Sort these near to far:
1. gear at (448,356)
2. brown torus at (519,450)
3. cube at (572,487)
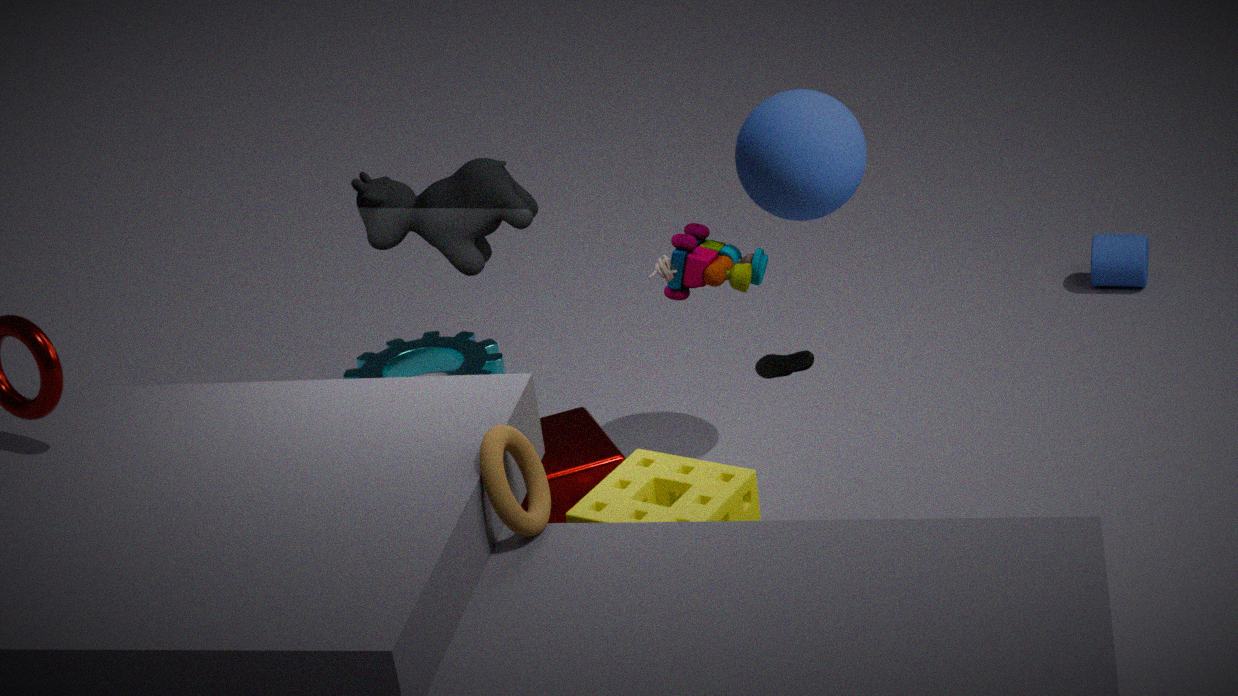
brown torus at (519,450) < cube at (572,487) < gear at (448,356)
